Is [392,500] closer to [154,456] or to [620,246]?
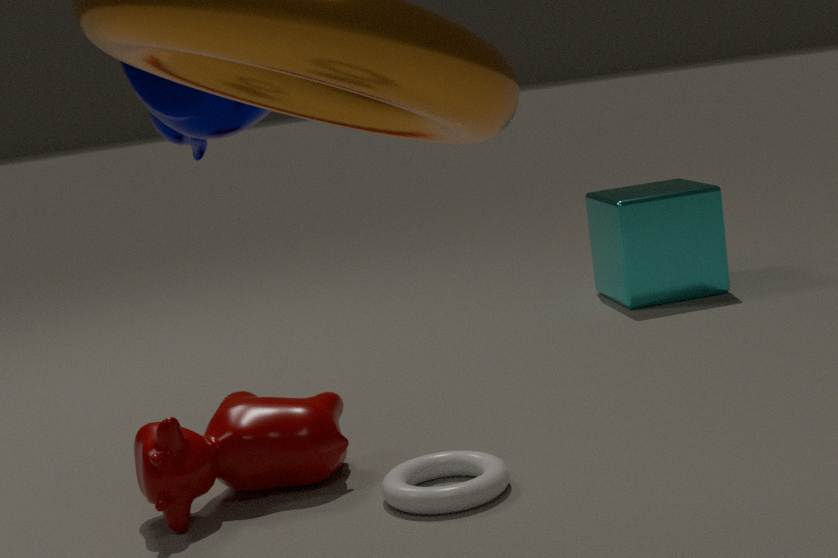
[154,456]
